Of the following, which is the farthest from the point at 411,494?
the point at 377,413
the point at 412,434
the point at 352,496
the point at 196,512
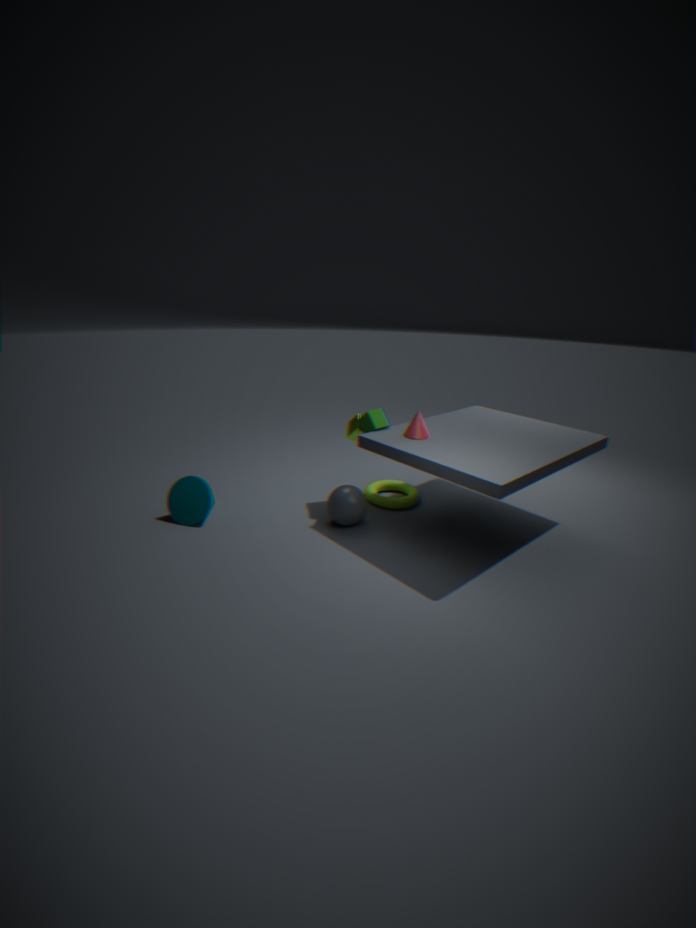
the point at 196,512
